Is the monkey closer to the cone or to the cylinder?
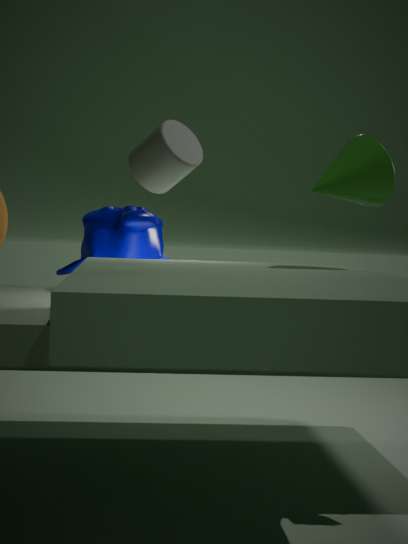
the cylinder
